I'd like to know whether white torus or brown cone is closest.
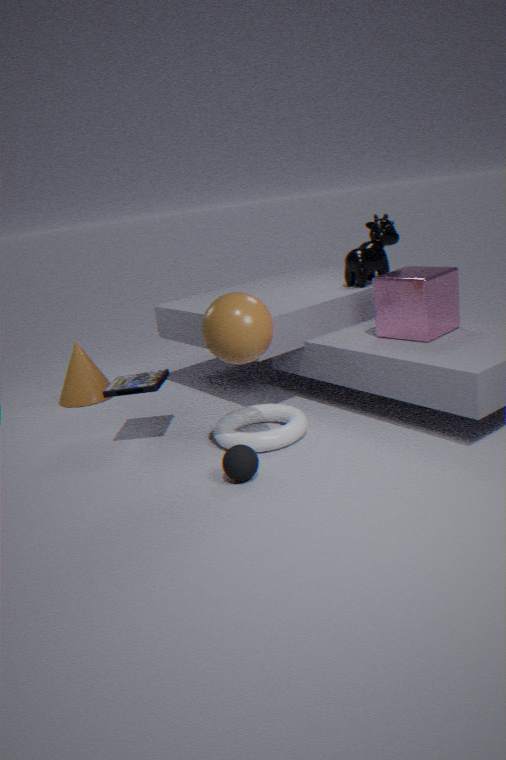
white torus
